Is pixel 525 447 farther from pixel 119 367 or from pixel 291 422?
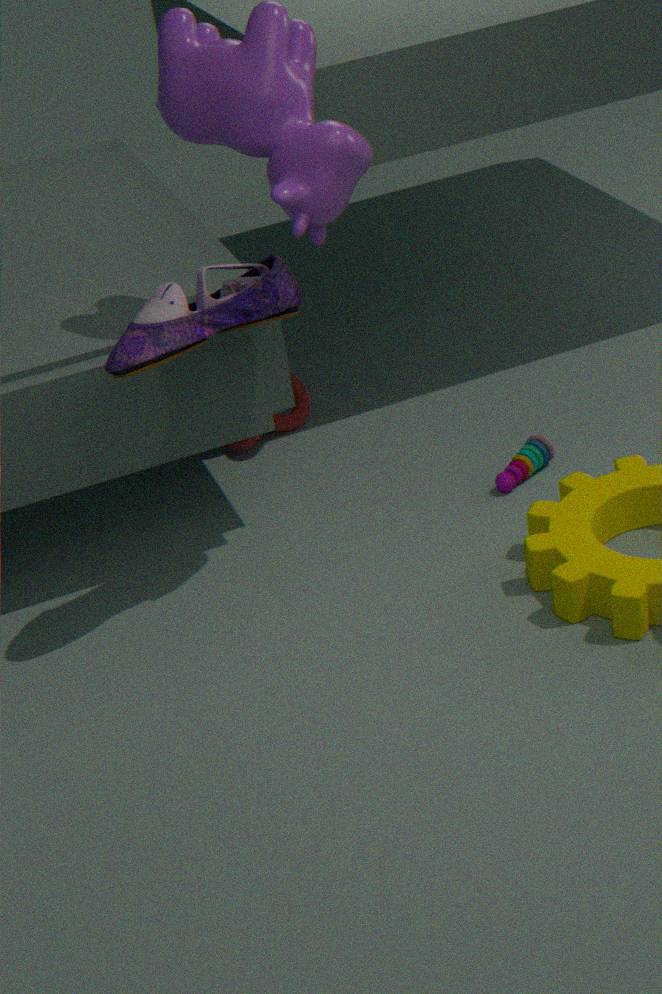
pixel 119 367
